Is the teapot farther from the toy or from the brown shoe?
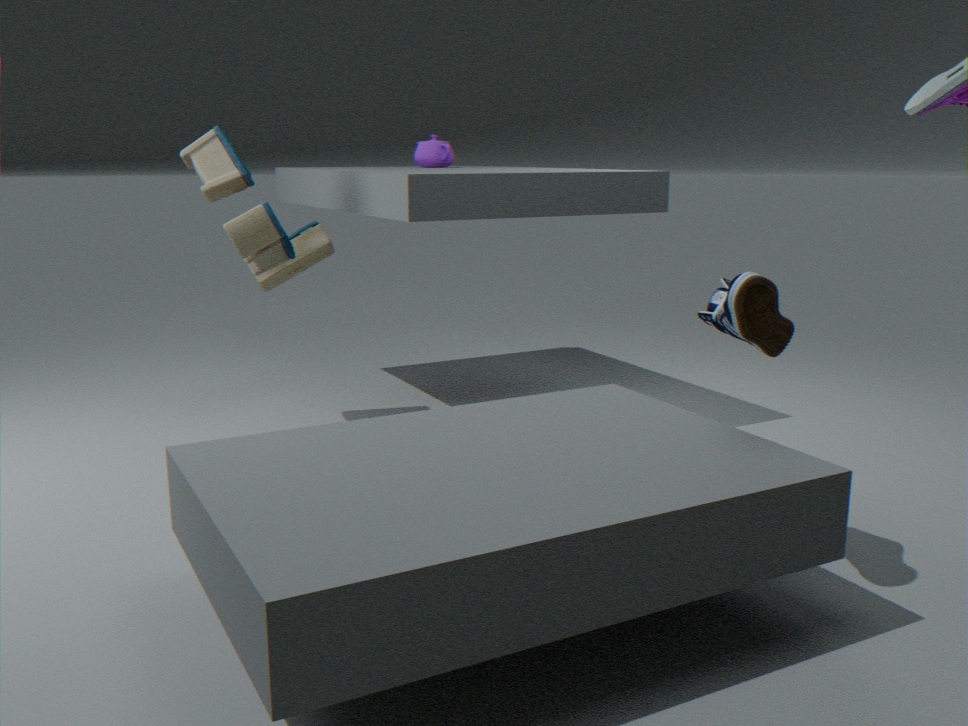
the brown shoe
